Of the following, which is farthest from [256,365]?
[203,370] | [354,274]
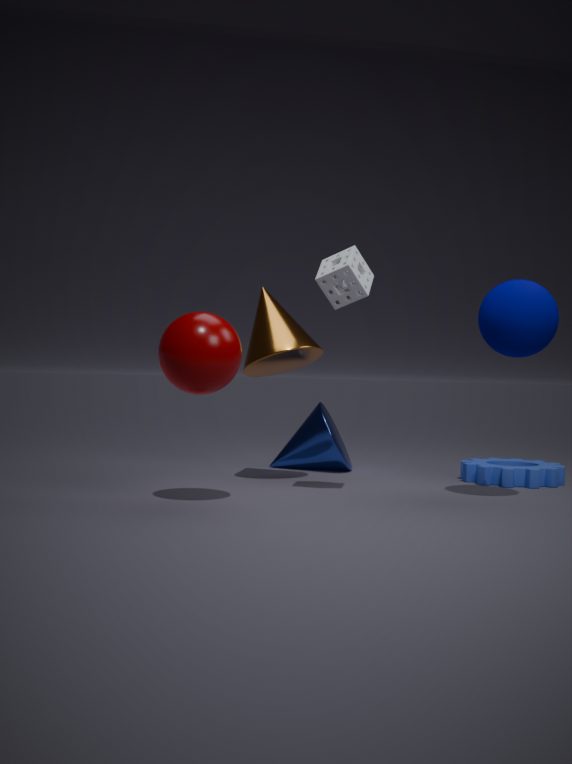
[203,370]
